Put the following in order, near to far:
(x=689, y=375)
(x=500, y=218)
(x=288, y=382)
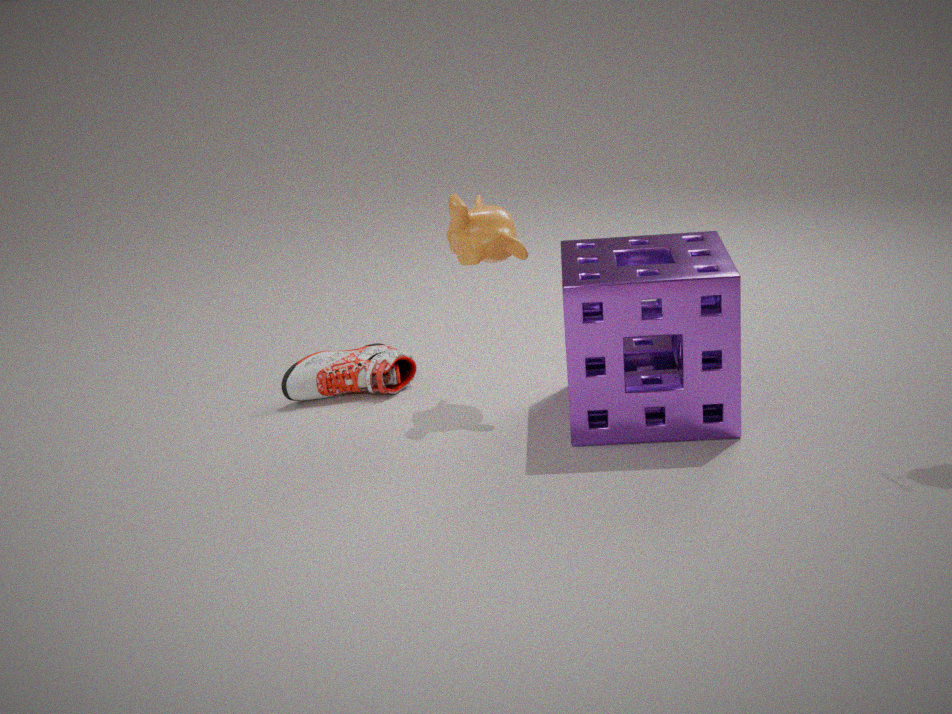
(x=689, y=375), (x=500, y=218), (x=288, y=382)
